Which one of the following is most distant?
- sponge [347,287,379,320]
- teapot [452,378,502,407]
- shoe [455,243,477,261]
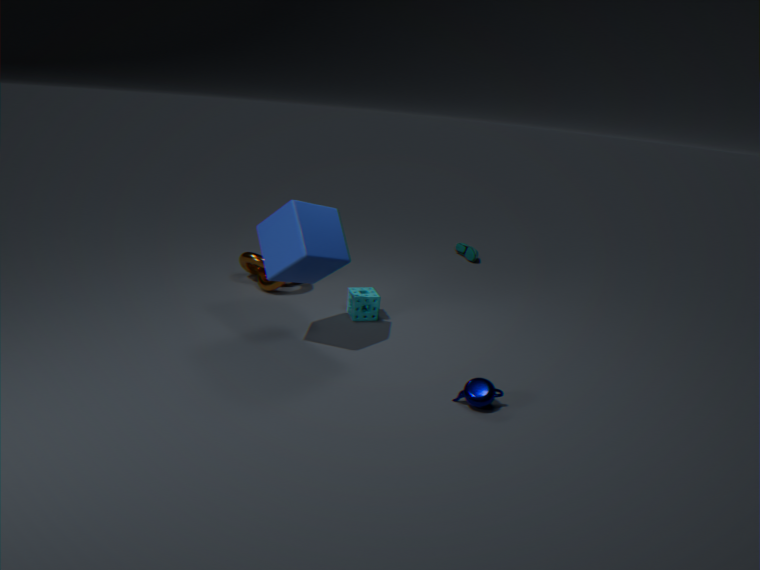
shoe [455,243,477,261]
